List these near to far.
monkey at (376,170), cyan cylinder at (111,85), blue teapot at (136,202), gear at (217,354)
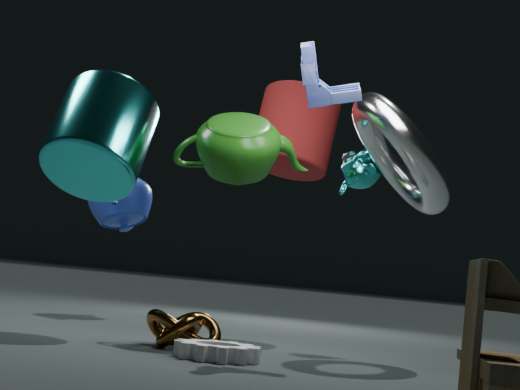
gear at (217,354), cyan cylinder at (111,85), monkey at (376,170), blue teapot at (136,202)
